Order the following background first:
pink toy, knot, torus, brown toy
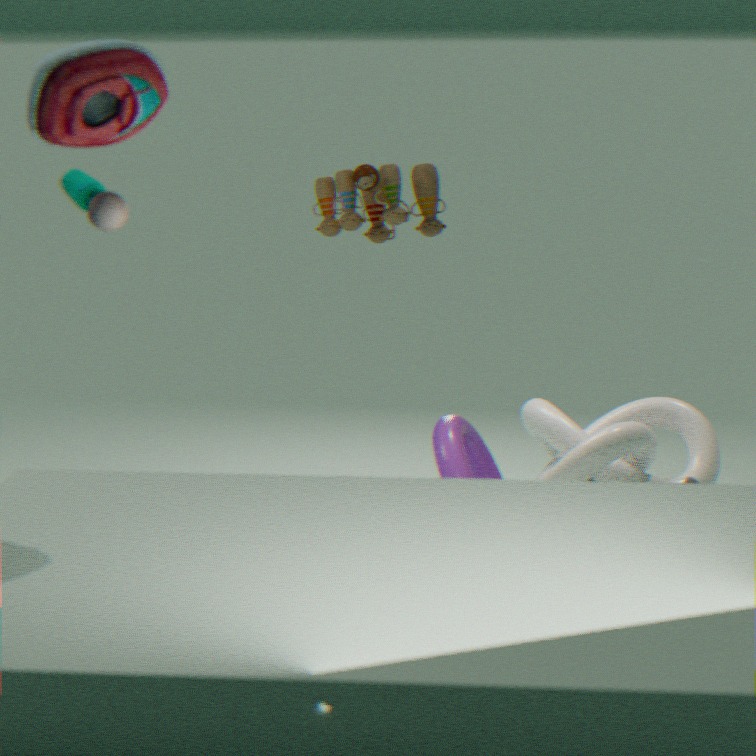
knot, brown toy, torus, pink toy
